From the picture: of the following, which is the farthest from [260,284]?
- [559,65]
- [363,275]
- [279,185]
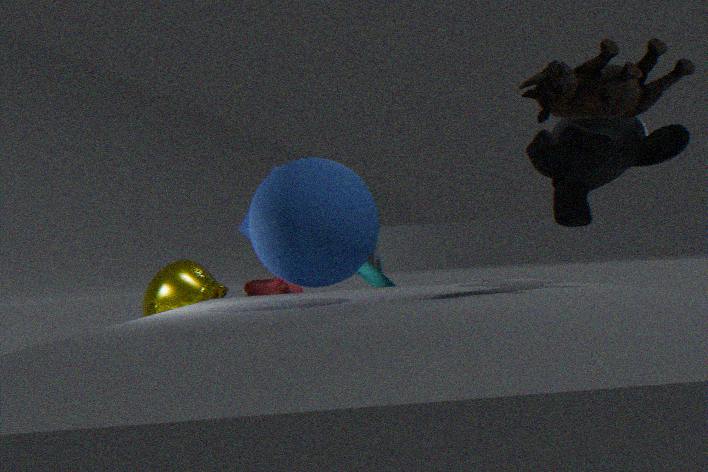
[559,65]
